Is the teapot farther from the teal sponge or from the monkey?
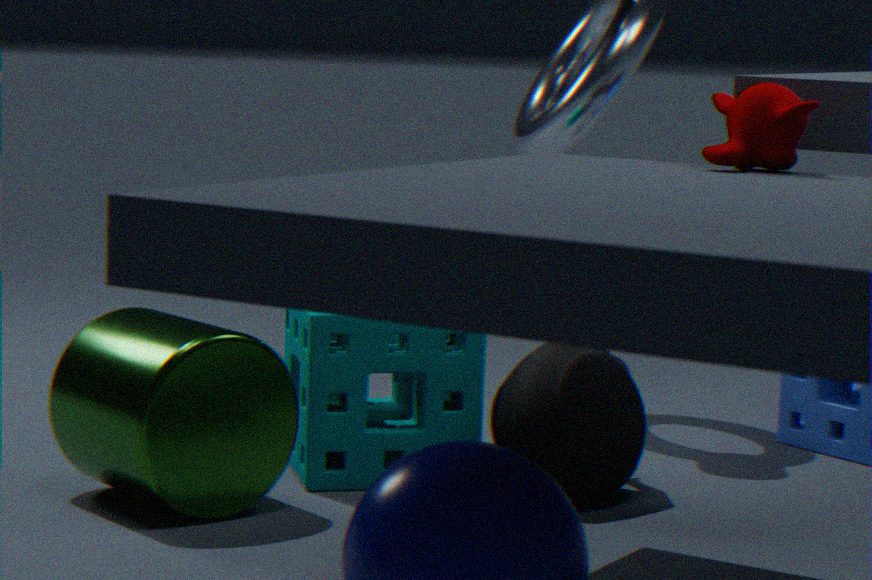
the monkey
